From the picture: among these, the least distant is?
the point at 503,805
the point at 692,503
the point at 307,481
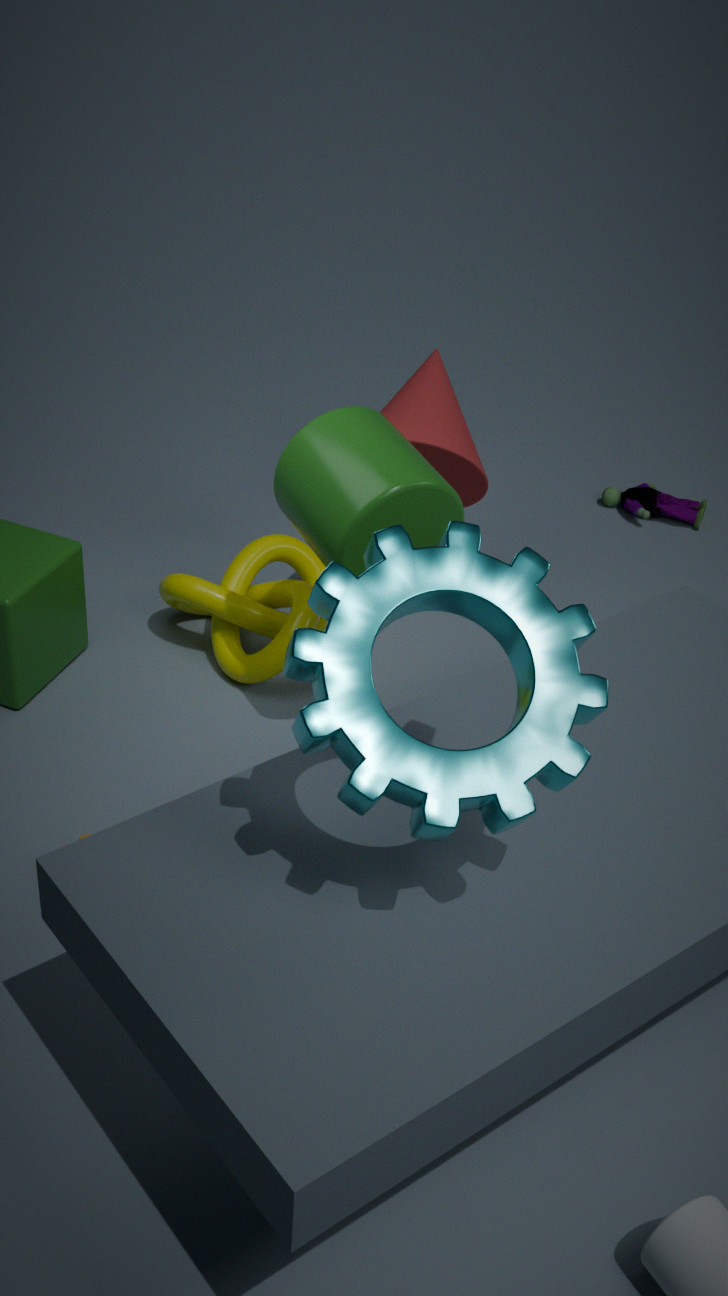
the point at 503,805
